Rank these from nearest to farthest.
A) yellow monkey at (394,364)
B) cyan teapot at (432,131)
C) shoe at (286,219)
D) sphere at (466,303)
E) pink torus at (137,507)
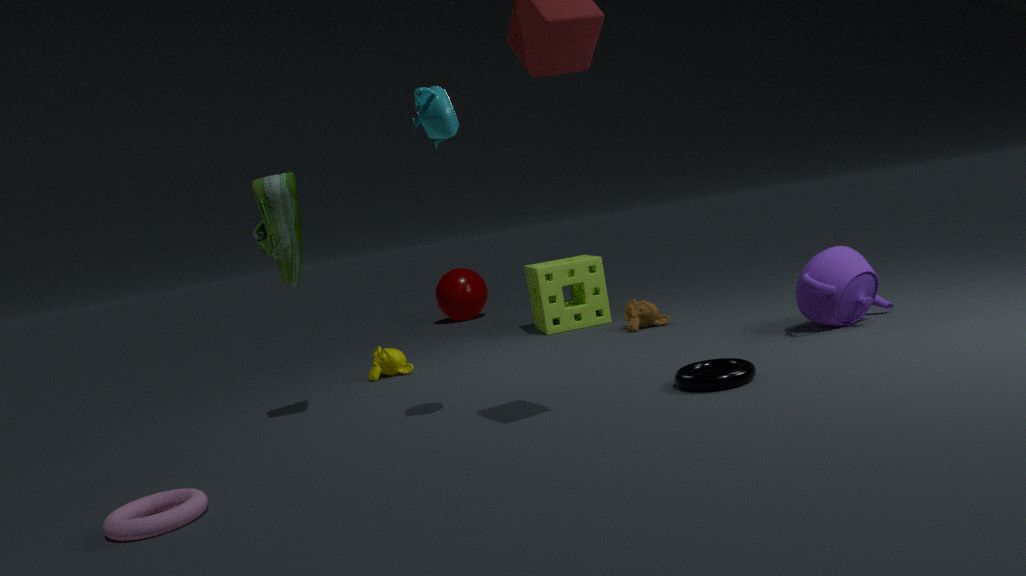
pink torus at (137,507)
cyan teapot at (432,131)
shoe at (286,219)
yellow monkey at (394,364)
sphere at (466,303)
